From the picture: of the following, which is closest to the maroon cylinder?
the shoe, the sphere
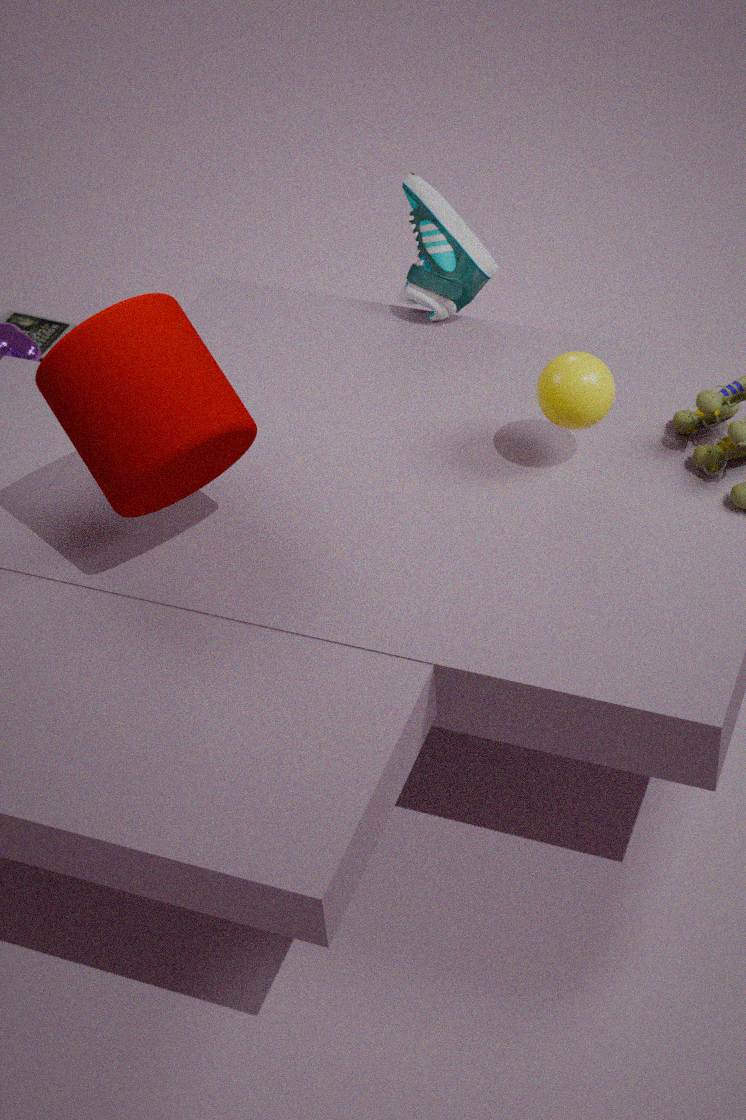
the sphere
